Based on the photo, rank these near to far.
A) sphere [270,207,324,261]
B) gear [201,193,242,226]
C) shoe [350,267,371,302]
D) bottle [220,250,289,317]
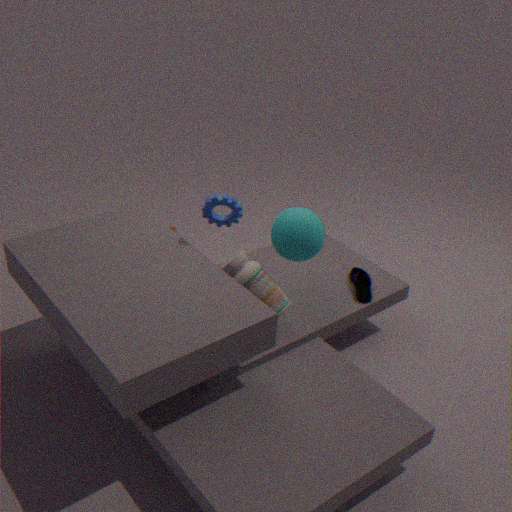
bottle [220,250,289,317], sphere [270,207,324,261], gear [201,193,242,226], shoe [350,267,371,302]
